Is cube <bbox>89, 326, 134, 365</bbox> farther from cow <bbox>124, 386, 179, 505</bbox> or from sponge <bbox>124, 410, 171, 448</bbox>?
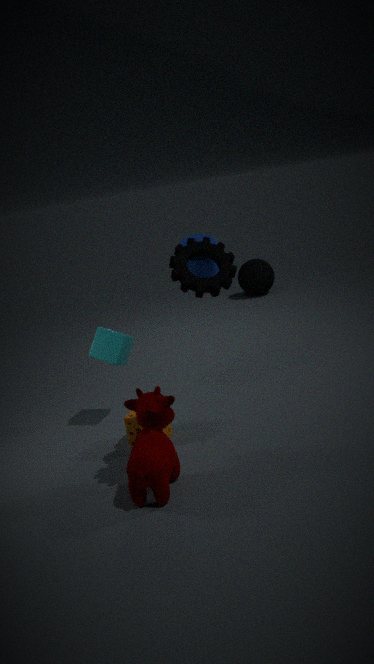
cow <bbox>124, 386, 179, 505</bbox>
